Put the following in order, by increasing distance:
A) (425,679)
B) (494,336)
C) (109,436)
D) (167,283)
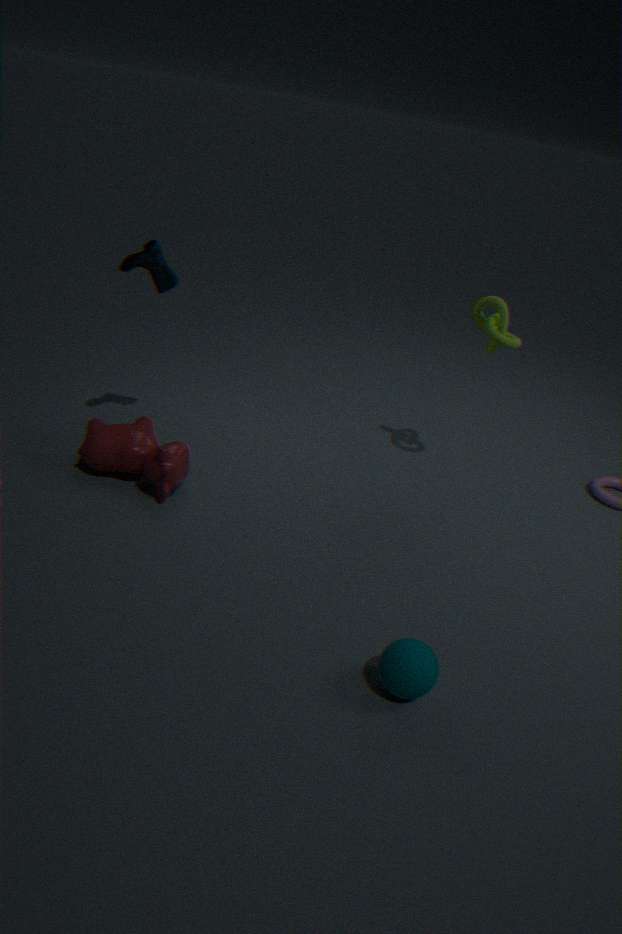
(425,679) < (109,436) < (167,283) < (494,336)
